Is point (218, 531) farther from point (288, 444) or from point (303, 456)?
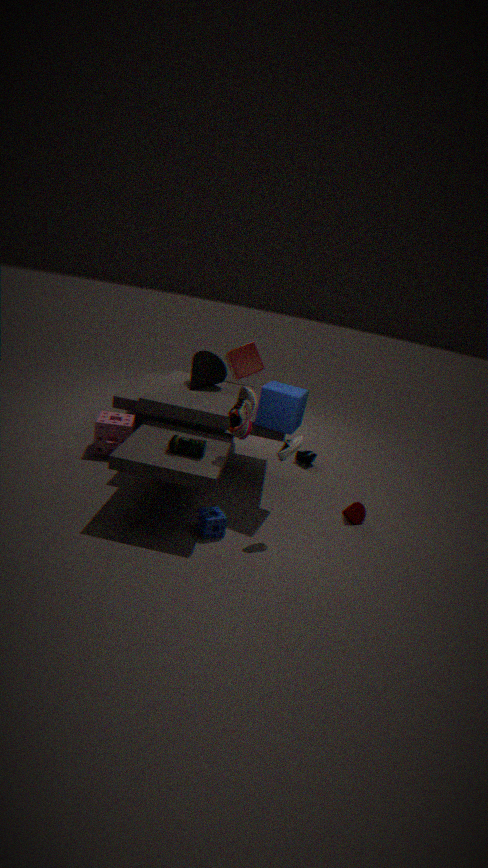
point (303, 456)
